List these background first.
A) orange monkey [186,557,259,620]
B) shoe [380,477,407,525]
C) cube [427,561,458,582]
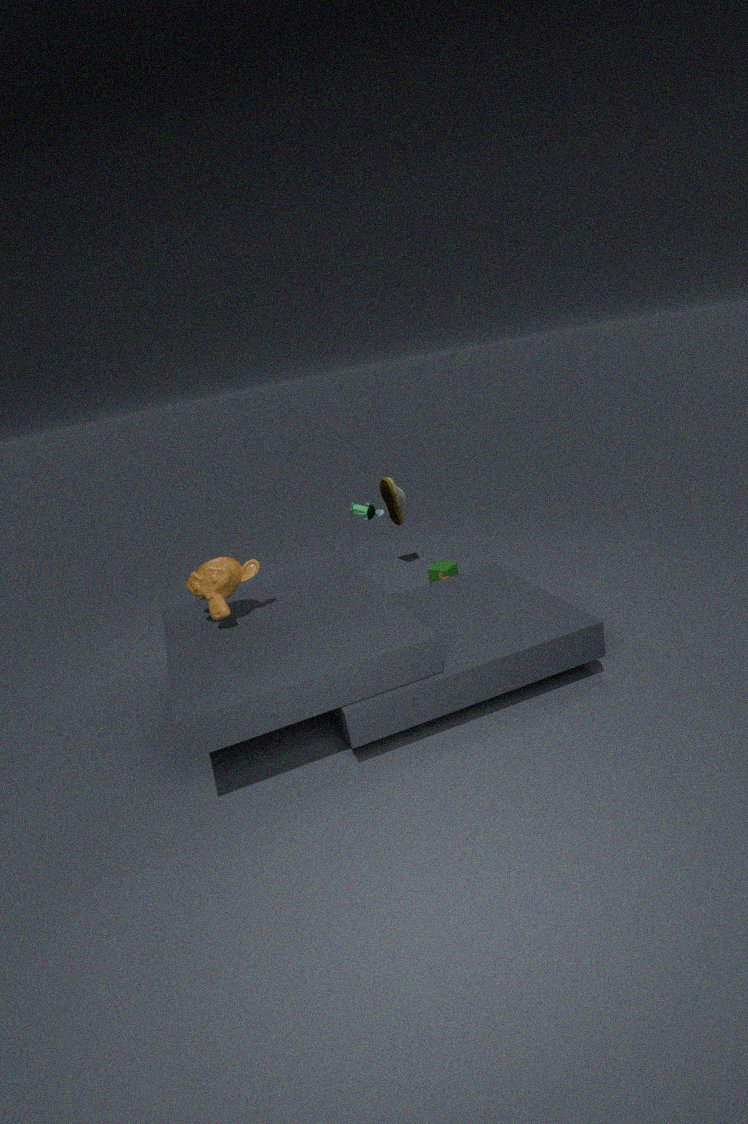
shoe [380,477,407,525] < cube [427,561,458,582] < orange monkey [186,557,259,620]
